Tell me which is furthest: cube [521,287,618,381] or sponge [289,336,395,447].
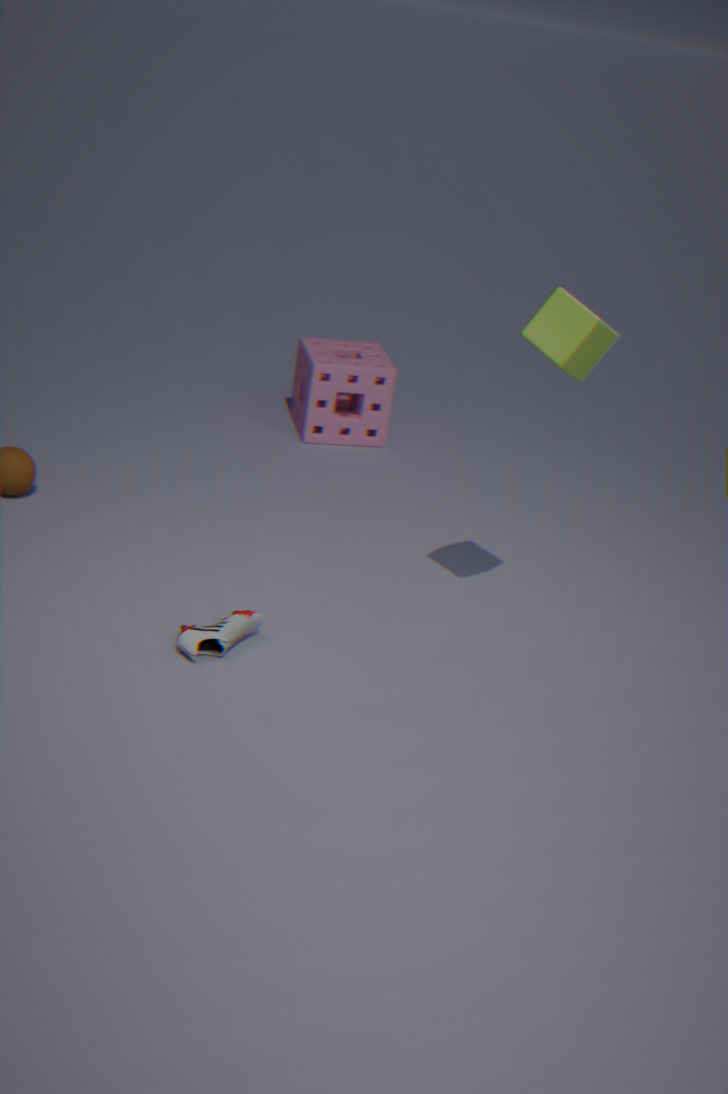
sponge [289,336,395,447]
